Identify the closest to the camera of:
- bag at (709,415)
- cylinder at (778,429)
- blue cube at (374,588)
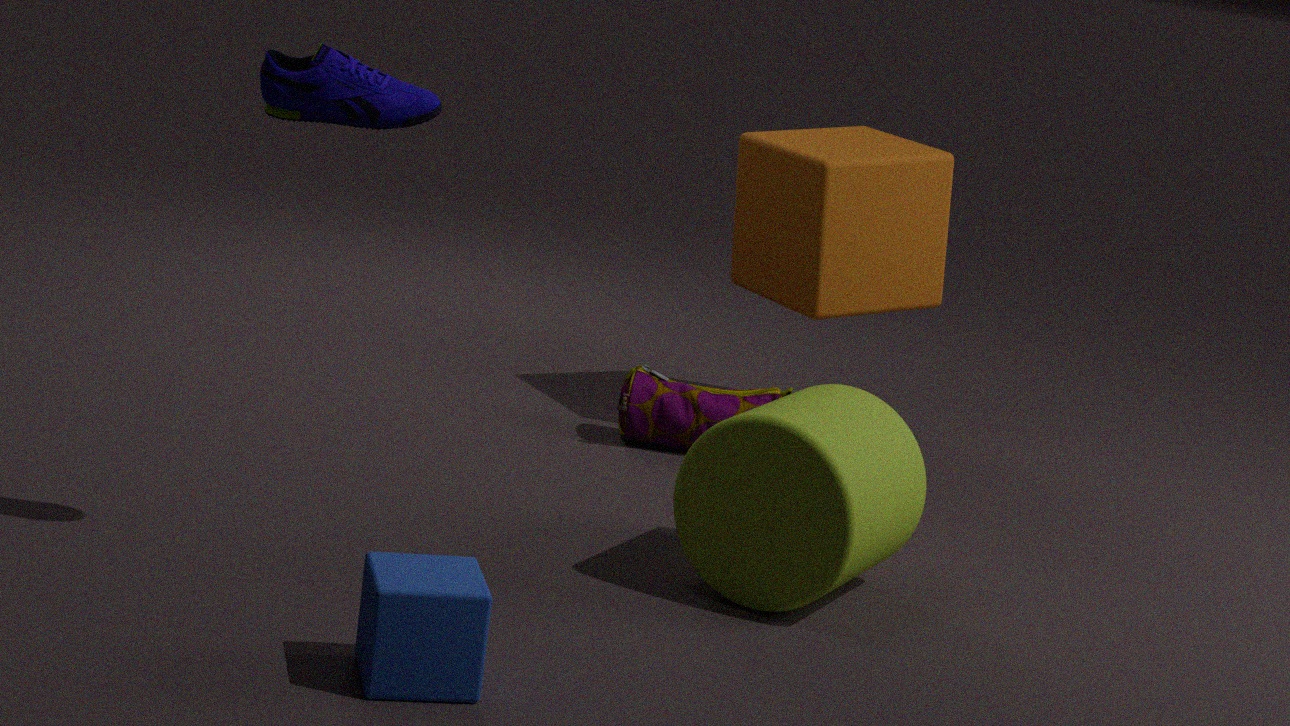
blue cube at (374,588)
